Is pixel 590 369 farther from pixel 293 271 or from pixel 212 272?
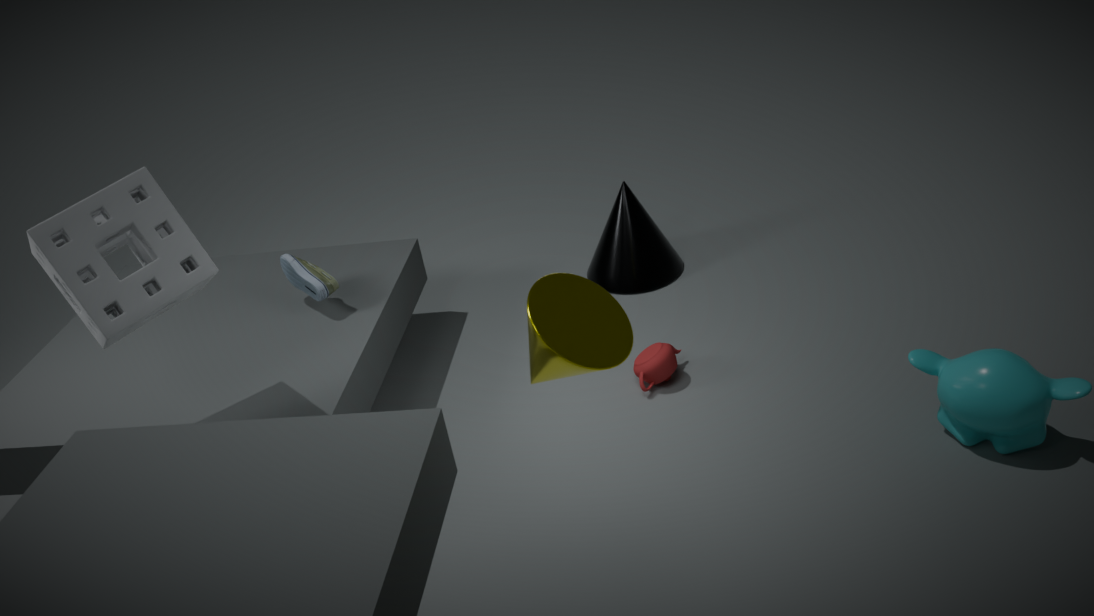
pixel 293 271
